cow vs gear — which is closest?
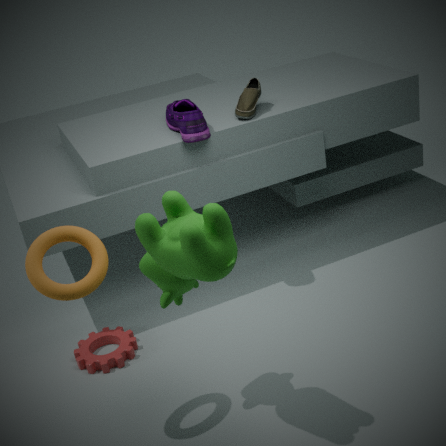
cow
